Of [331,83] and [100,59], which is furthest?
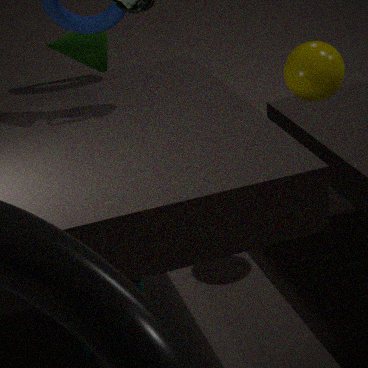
[100,59]
